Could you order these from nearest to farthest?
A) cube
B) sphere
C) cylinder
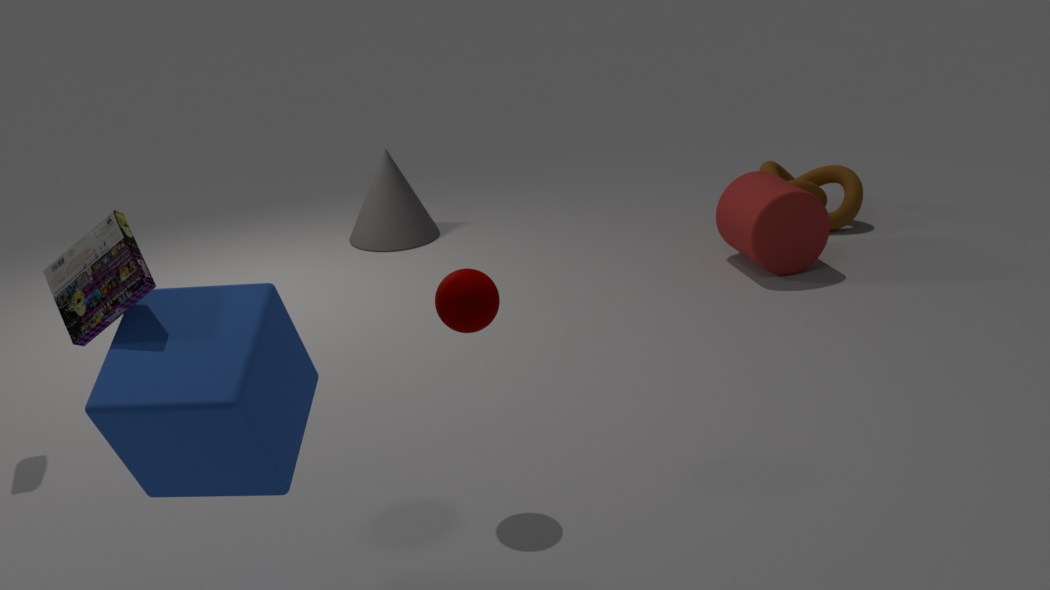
1. cube
2. sphere
3. cylinder
